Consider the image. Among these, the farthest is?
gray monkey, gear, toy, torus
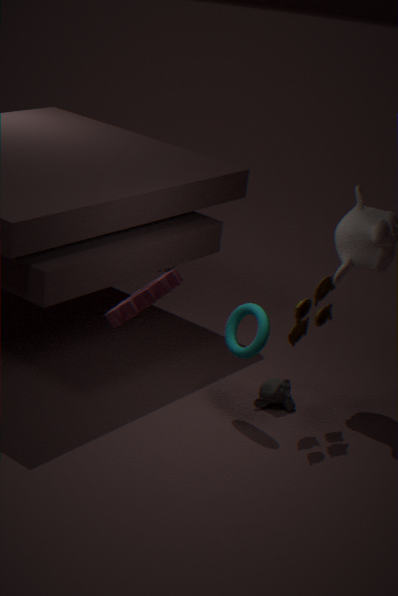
gray monkey
